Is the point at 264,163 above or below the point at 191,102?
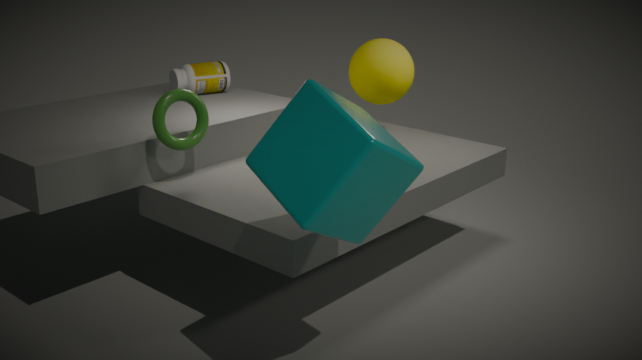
above
